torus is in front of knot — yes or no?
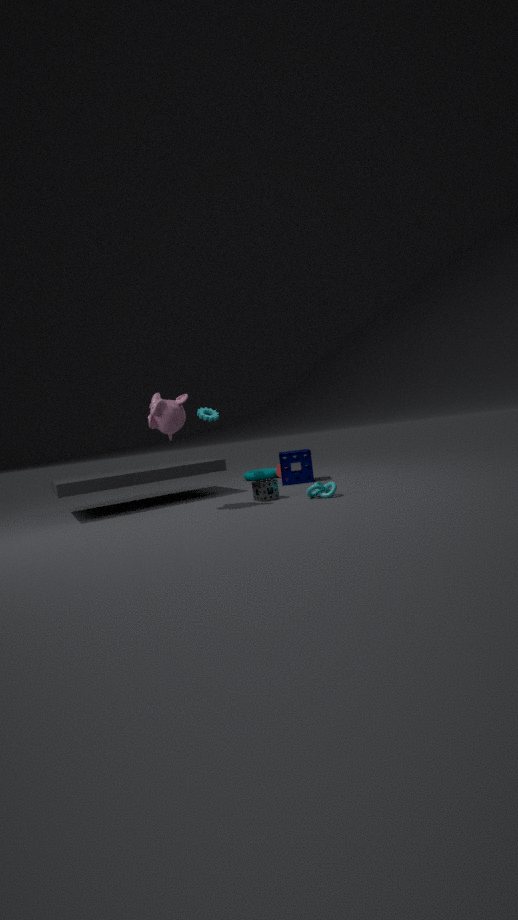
No
